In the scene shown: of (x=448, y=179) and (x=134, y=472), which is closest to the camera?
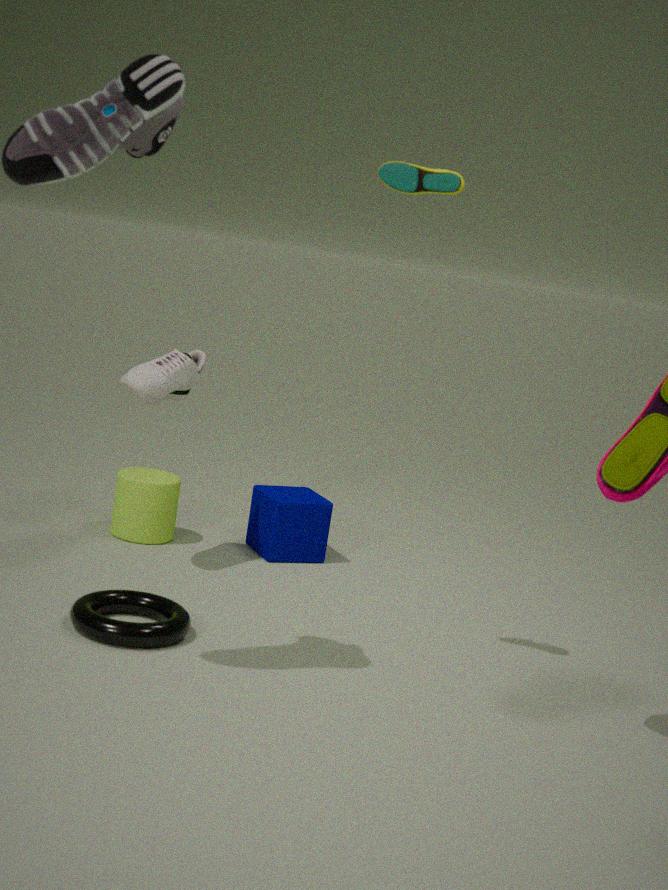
(x=448, y=179)
